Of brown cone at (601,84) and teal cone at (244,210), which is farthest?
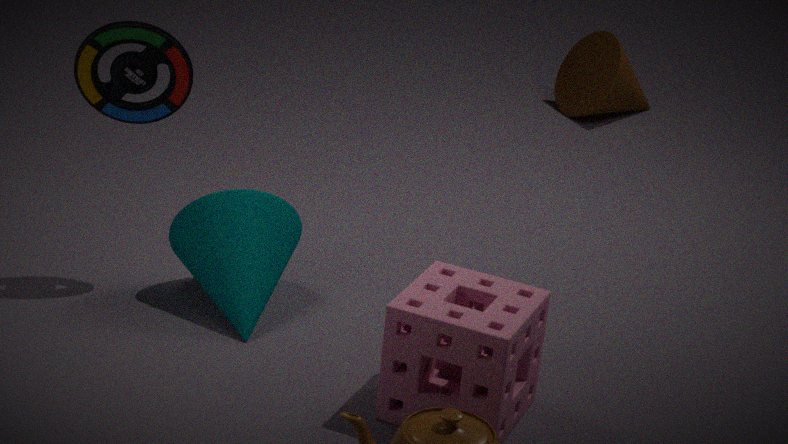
brown cone at (601,84)
